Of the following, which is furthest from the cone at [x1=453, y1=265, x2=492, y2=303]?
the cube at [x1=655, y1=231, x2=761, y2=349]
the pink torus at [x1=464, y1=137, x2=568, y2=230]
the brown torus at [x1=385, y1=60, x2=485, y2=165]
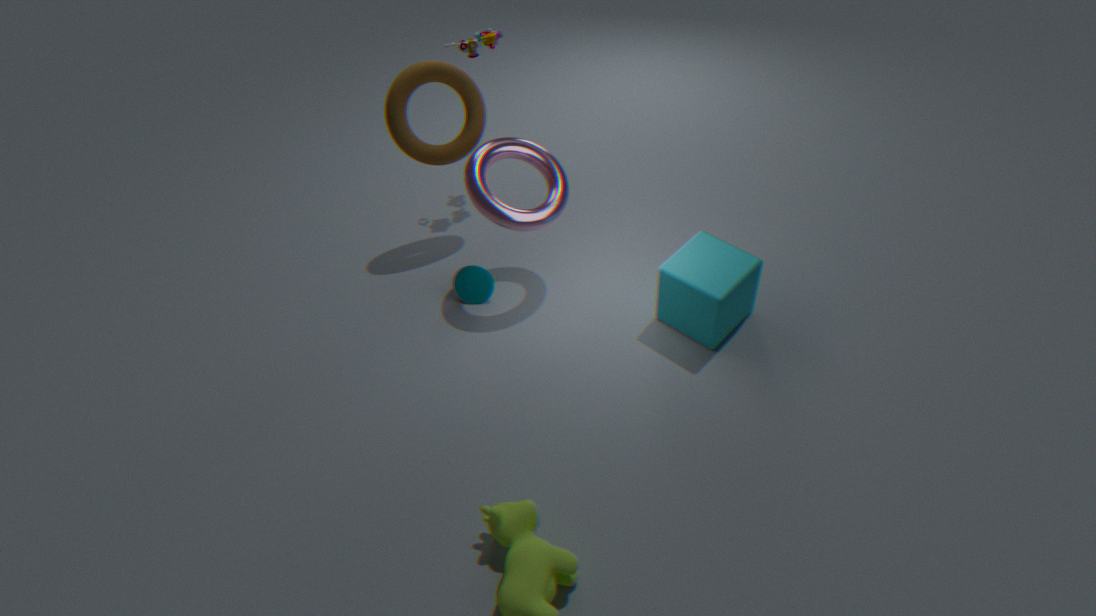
the cube at [x1=655, y1=231, x2=761, y2=349]
